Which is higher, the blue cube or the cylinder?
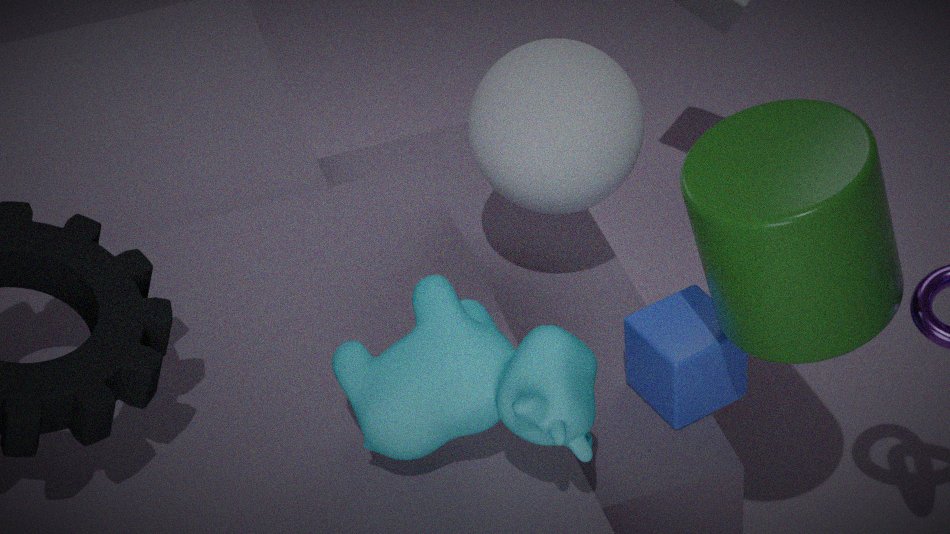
the cylinder
